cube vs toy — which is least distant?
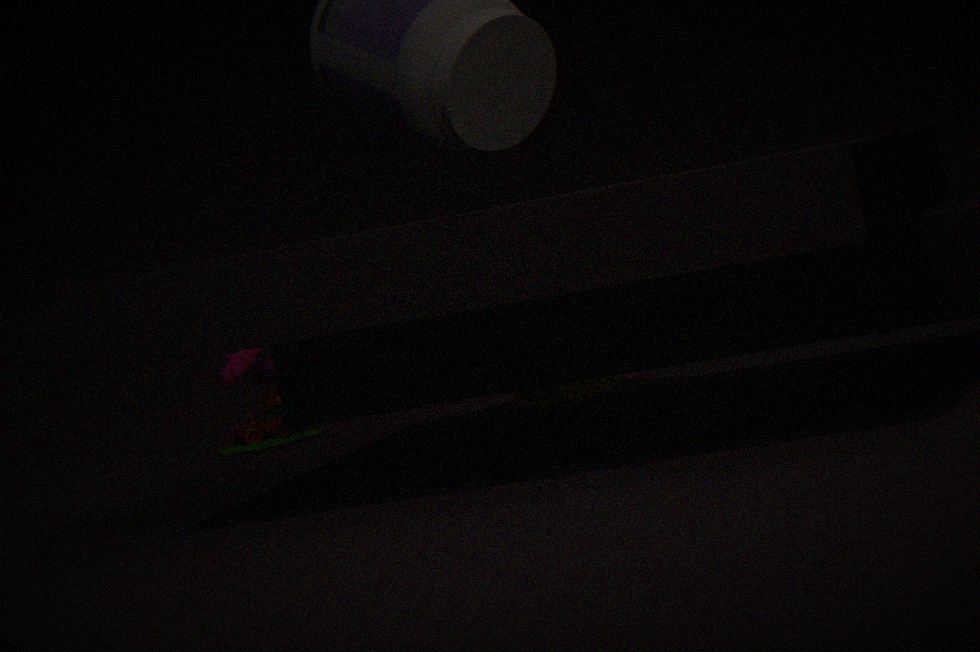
cube
